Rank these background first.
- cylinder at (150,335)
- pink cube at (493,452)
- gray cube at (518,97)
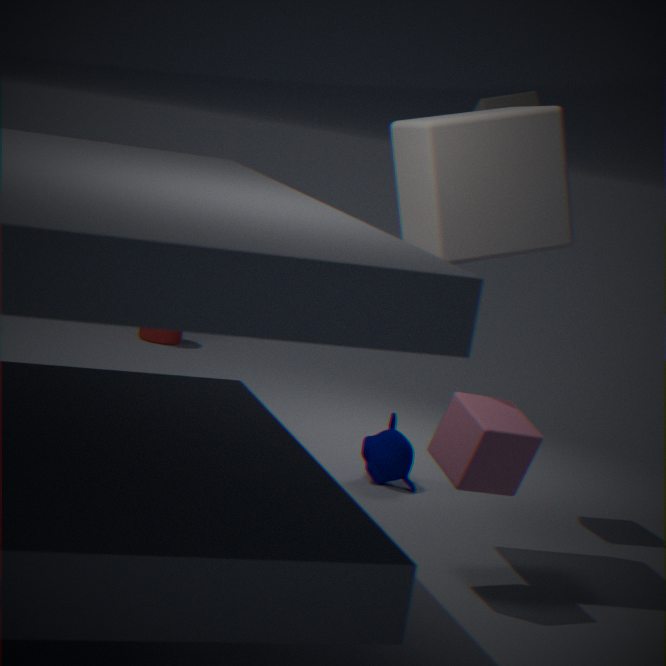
cylinder at (150,335)
gray cube at (518,97)
pink cube at (493,452)
